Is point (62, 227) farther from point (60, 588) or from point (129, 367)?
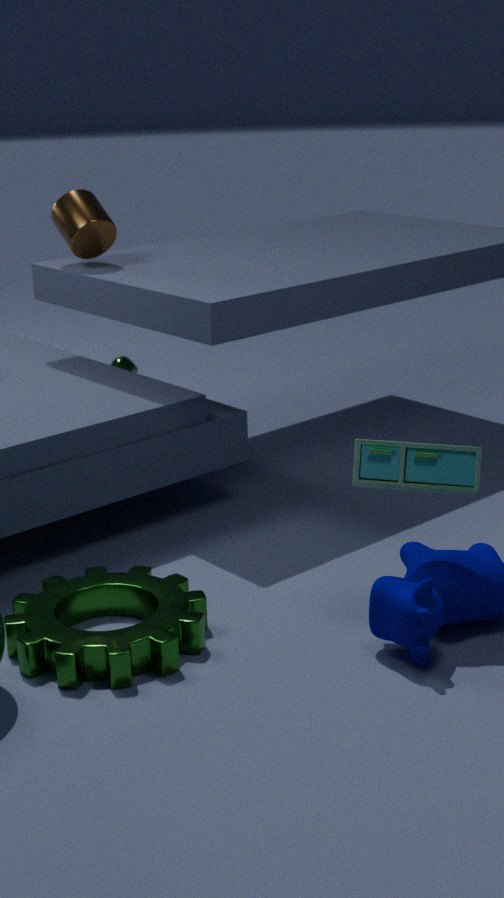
point (60, 588)
